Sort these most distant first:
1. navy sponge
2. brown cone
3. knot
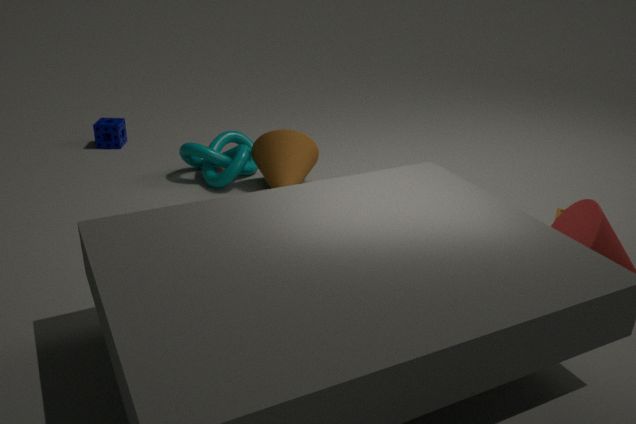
navy sponge < knot < brown cone
